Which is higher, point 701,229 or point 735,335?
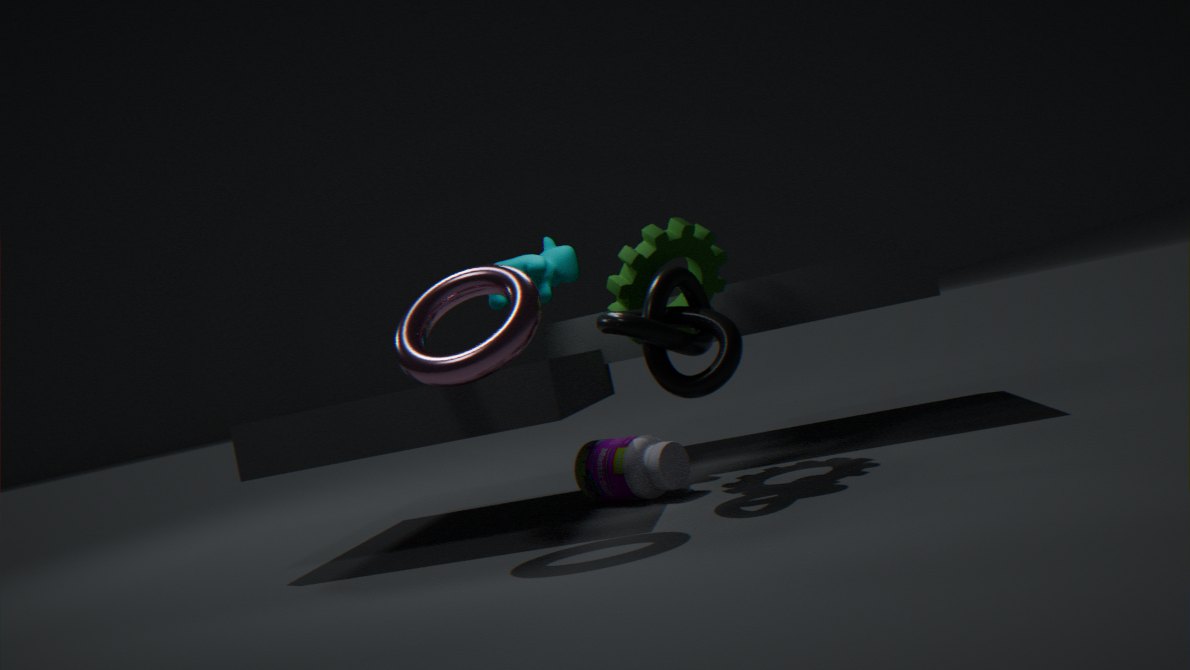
point 701,229
